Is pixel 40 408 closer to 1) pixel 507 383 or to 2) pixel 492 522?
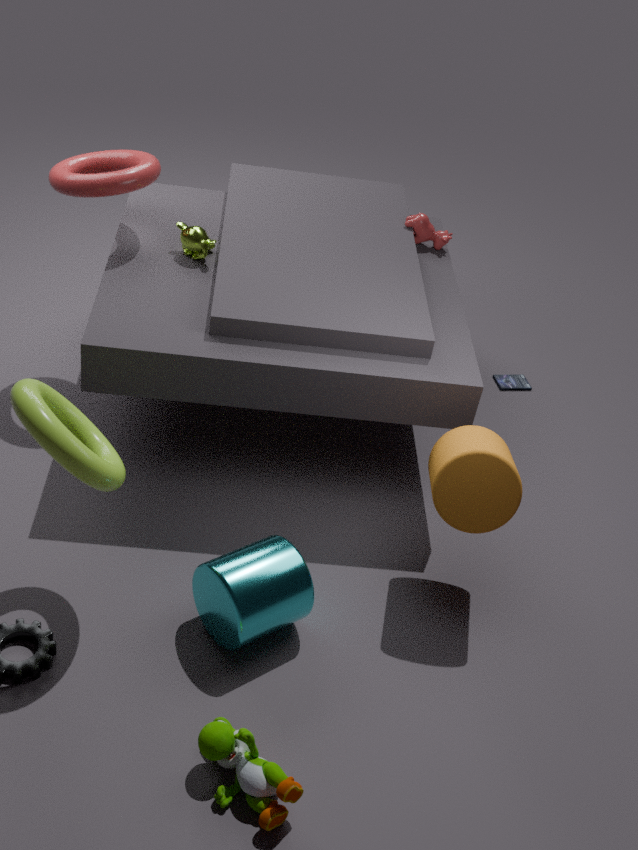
2) pixel 492 522
